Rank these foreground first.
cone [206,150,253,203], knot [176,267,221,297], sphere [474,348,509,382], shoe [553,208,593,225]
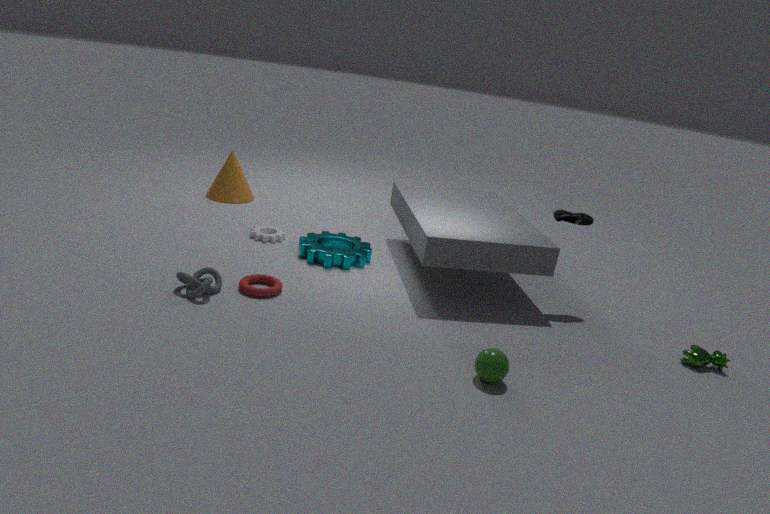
sphere [474,348,509,382] → knot [176,267,221,297] → shoe [553,208,593,225] → cone [206,150,253,203]
